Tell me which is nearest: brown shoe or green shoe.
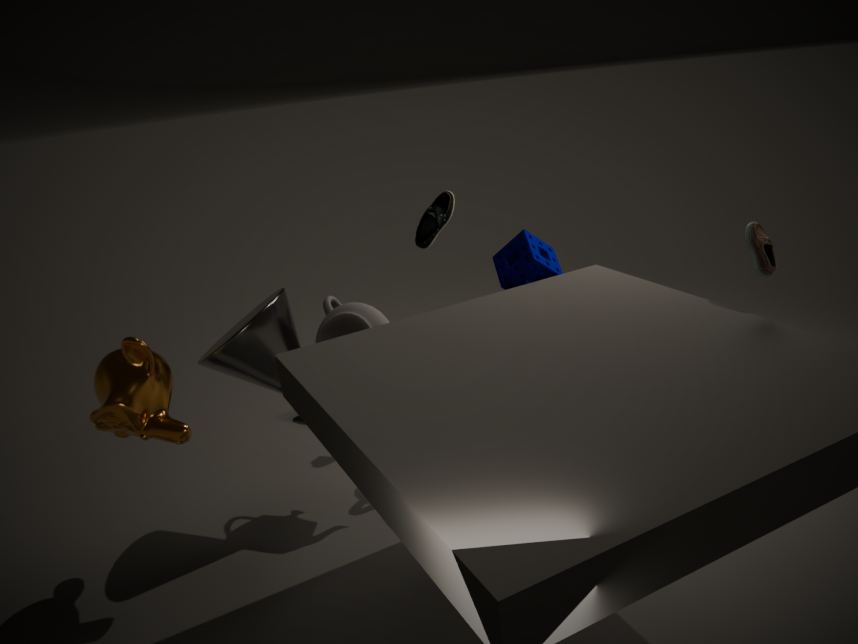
brown shoe
